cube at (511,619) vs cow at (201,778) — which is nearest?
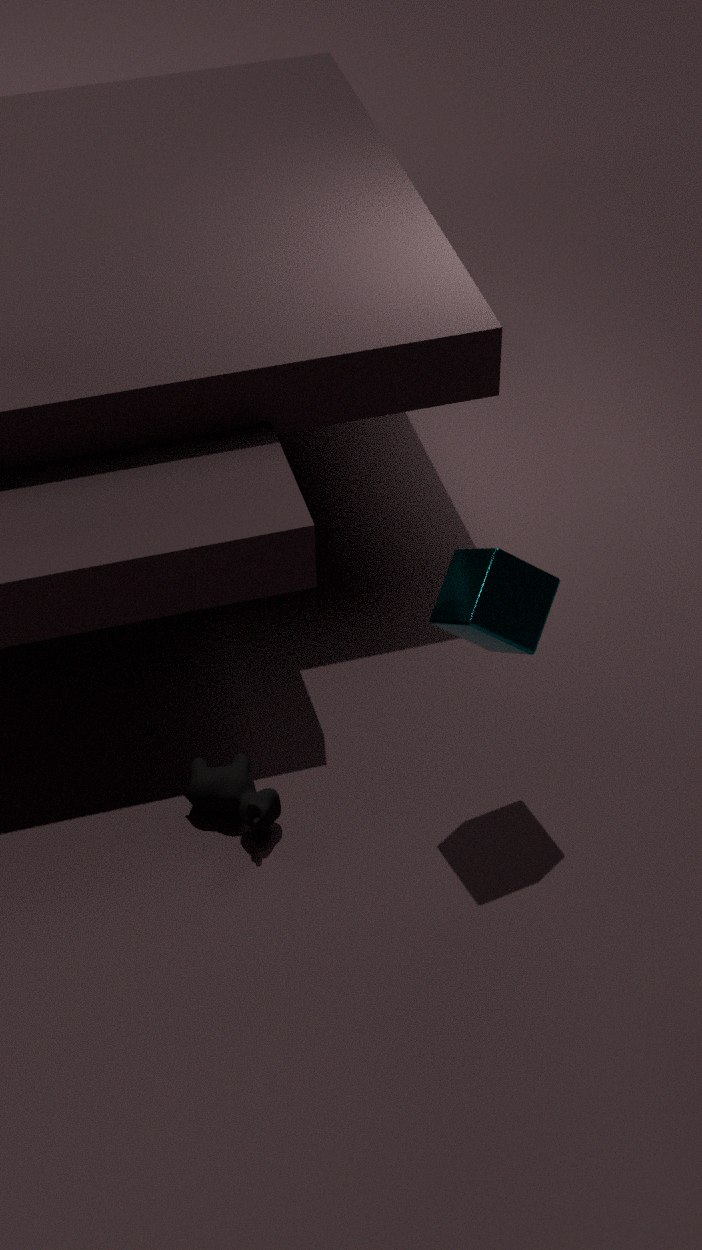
cube at (511,619)
